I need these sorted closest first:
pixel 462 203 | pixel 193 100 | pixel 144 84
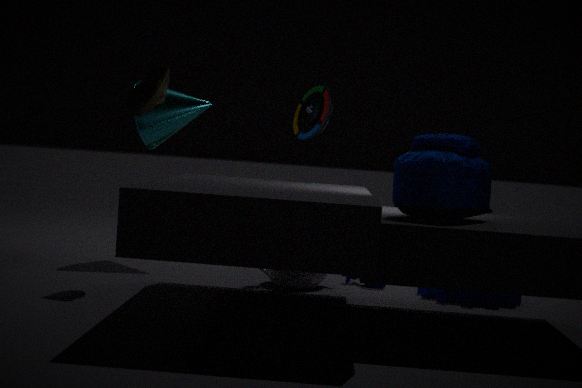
pixel 462 203, pixel 144 84, pixel 193 100
